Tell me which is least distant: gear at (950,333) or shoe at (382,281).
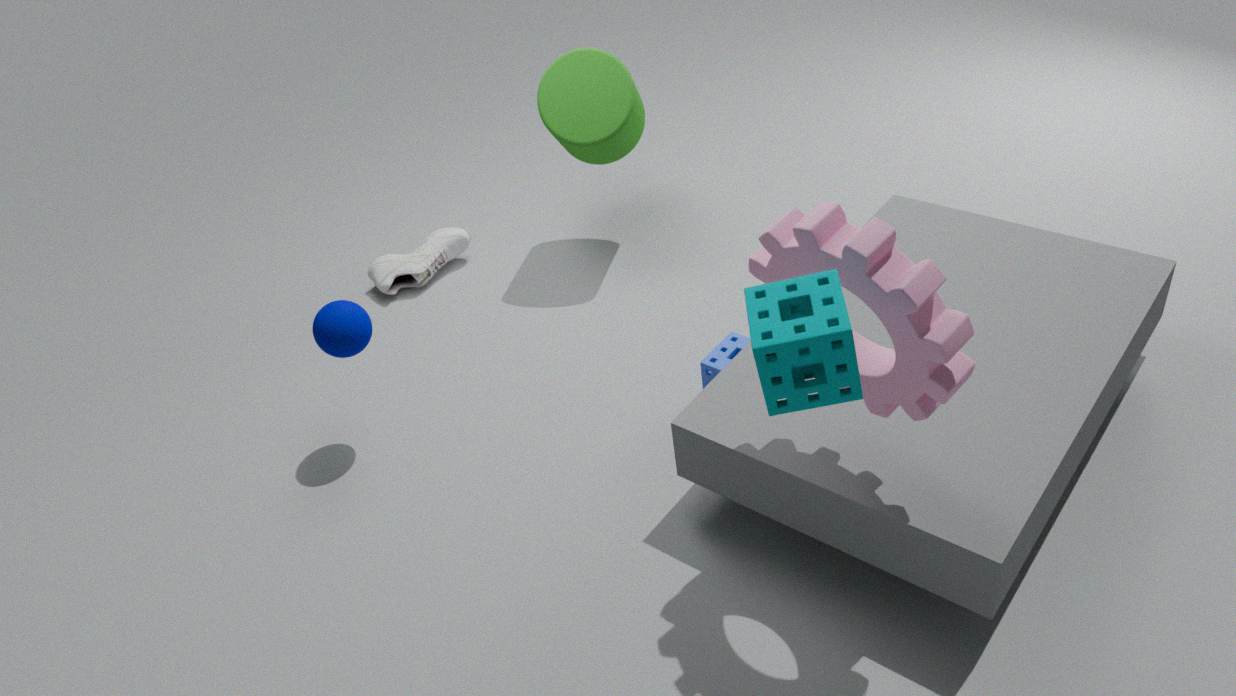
gear at (950,333)
